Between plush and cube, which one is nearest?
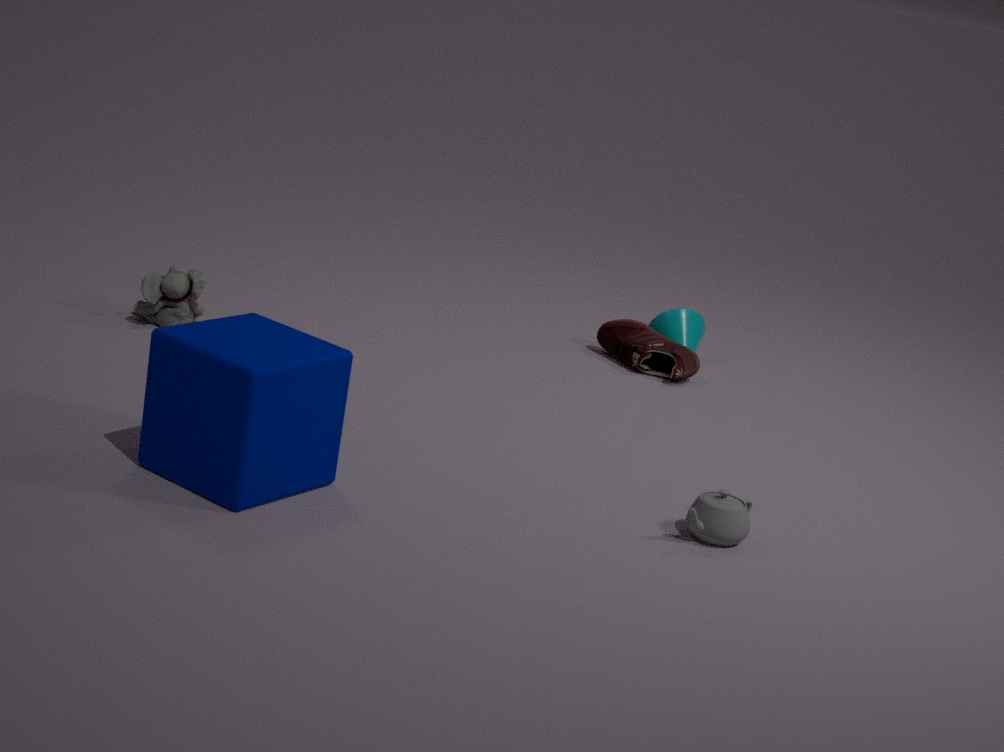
cube
